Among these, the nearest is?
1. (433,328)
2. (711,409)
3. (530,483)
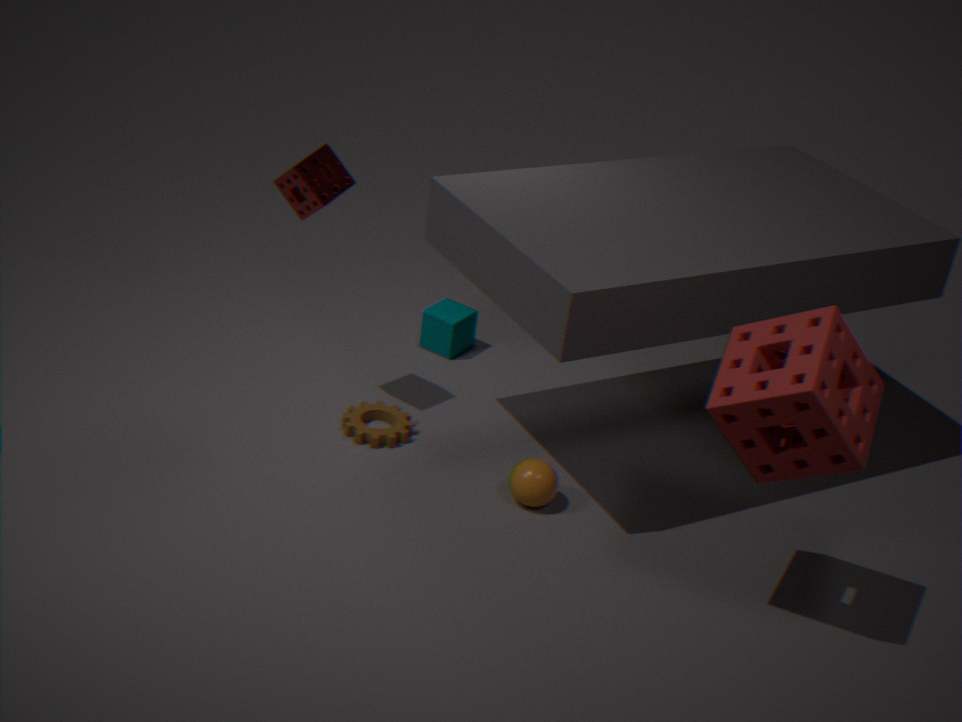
(711,409)
